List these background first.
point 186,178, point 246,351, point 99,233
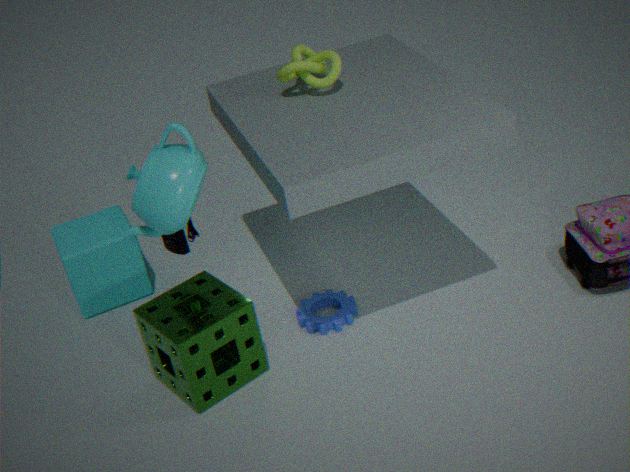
point 99,233 → point 246,351 → point 186,178
